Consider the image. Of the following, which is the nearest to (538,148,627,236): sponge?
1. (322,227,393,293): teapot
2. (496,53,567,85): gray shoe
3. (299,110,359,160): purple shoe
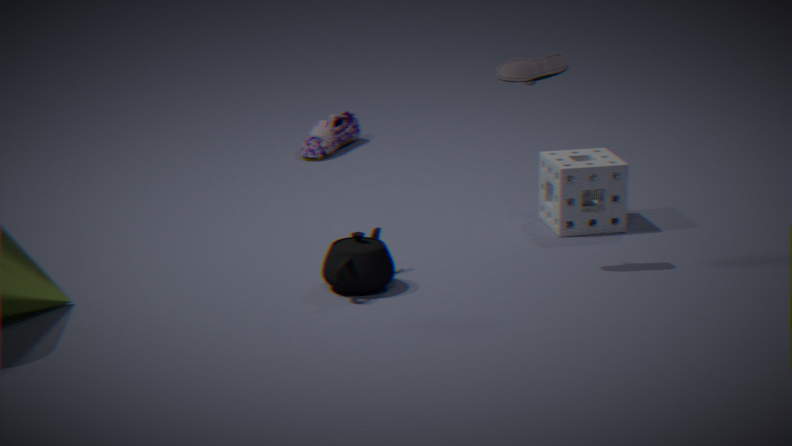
(496,53,567,85): gray shoe
